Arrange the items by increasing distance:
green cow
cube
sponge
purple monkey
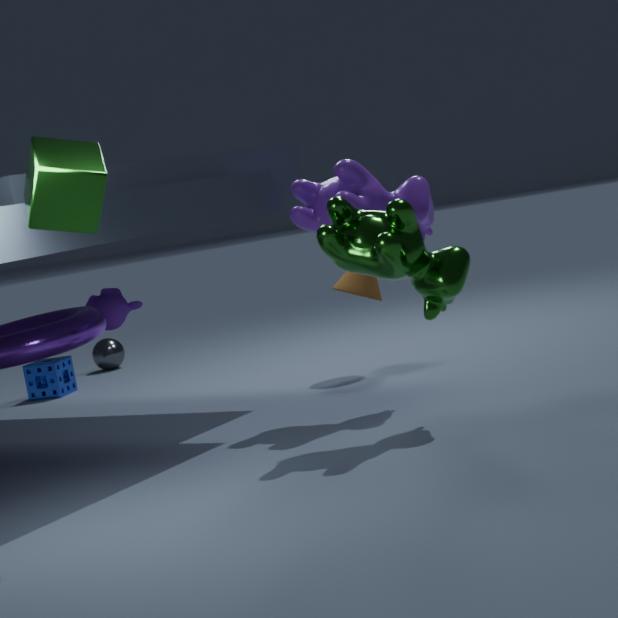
1. cube
2. green cow
3. purple monkey
4. sponge
